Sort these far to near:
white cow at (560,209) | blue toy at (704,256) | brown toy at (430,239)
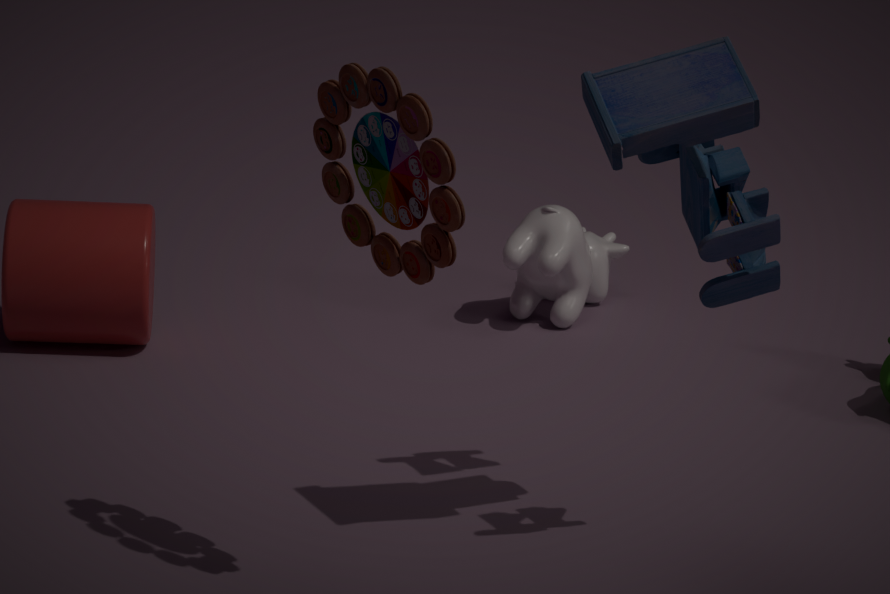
white cow at (560,209)
blue toy at (704,256)
brown toy at (430,239)
